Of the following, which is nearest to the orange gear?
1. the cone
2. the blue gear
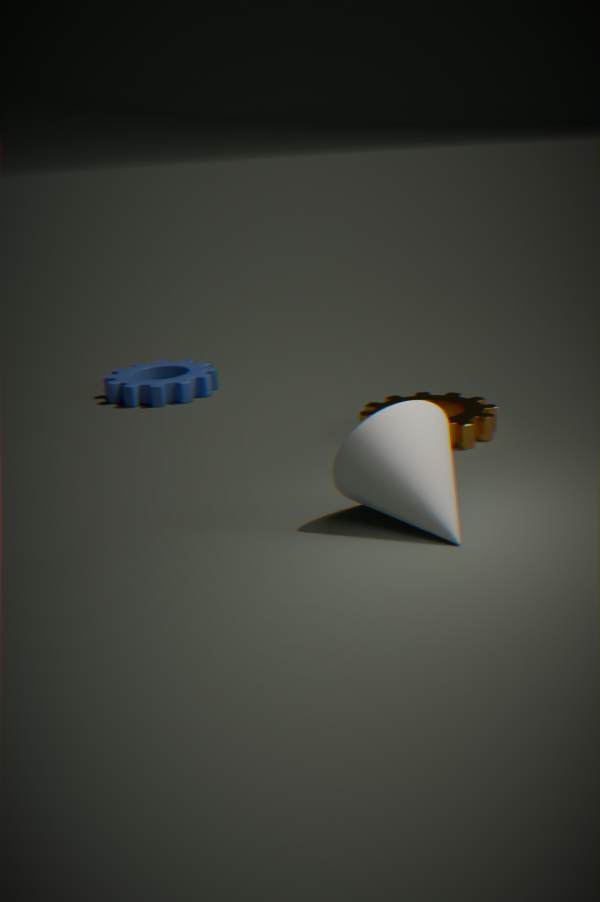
the cone
